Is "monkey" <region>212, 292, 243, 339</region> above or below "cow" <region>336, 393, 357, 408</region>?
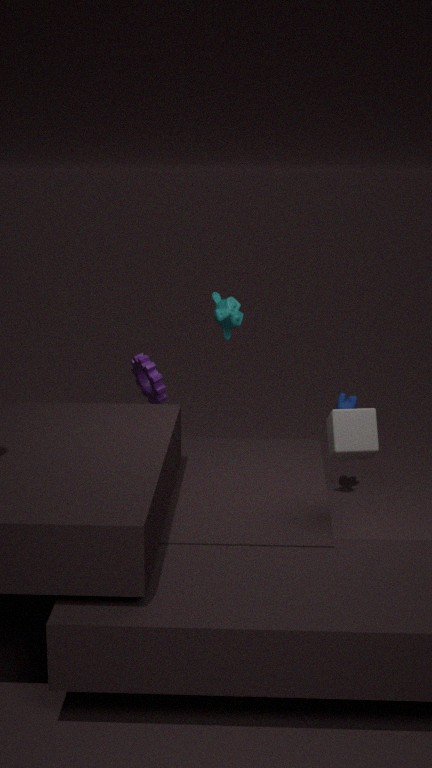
above
